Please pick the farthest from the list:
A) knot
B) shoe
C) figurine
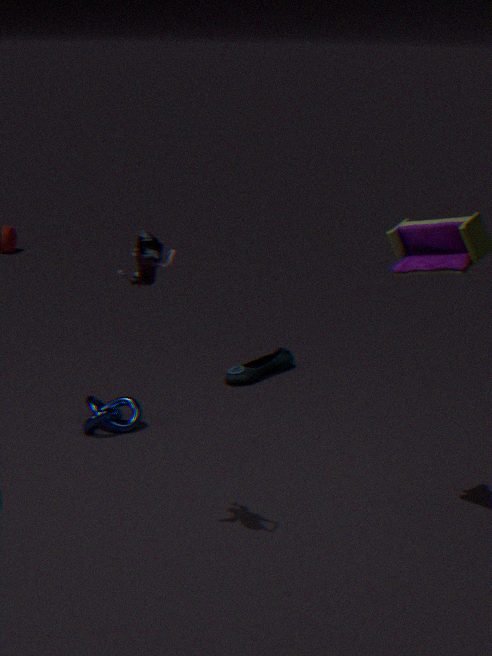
shoe
